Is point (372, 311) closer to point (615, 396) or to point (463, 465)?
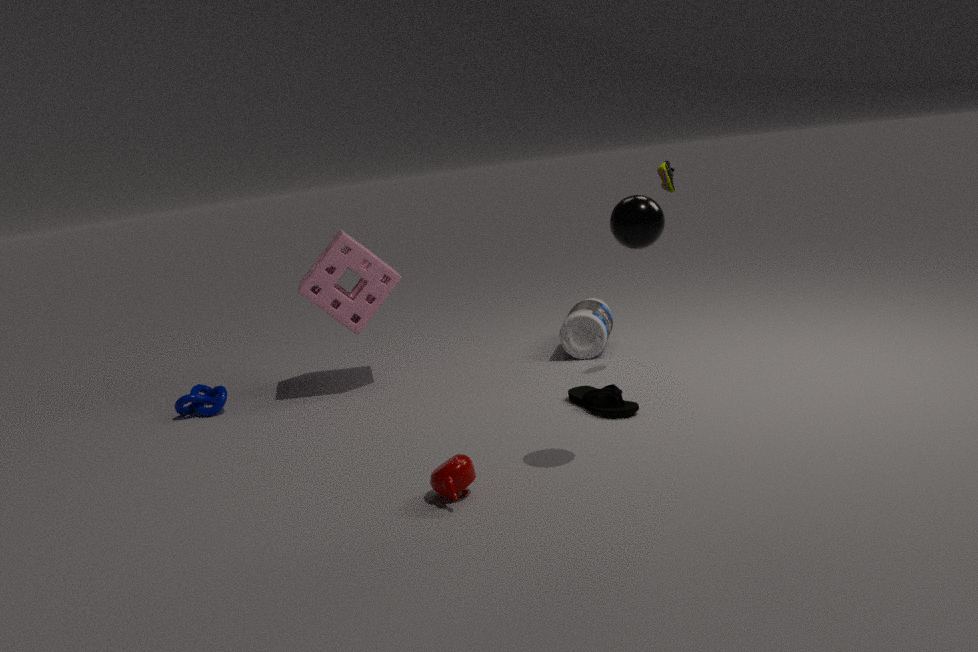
point (615, 396)
